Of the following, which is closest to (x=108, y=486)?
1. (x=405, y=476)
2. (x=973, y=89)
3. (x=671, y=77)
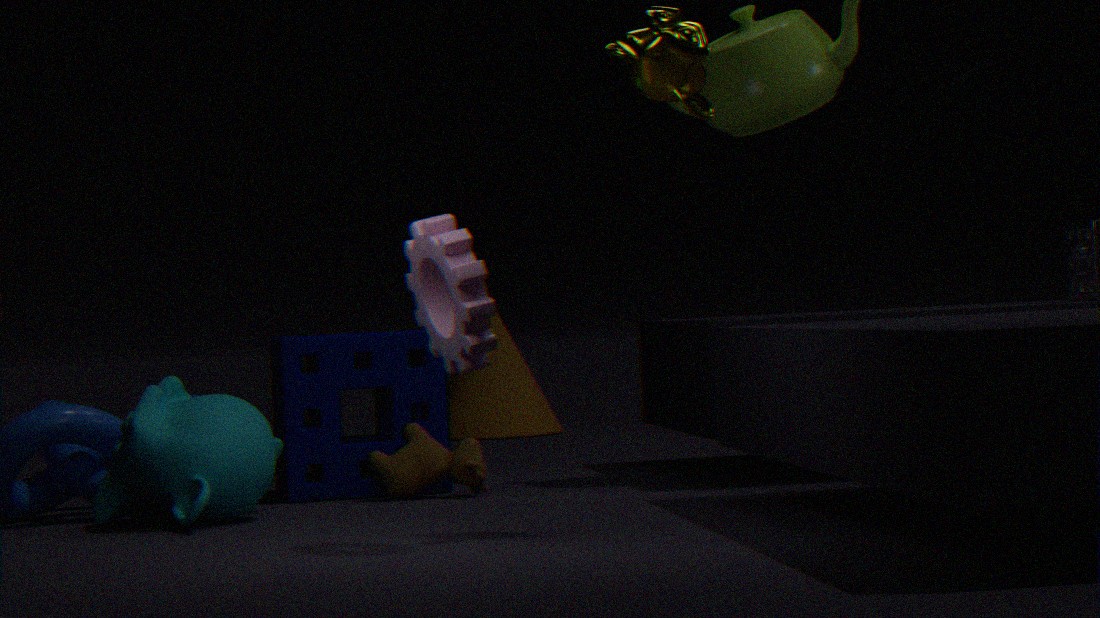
(x=405, y=476)
